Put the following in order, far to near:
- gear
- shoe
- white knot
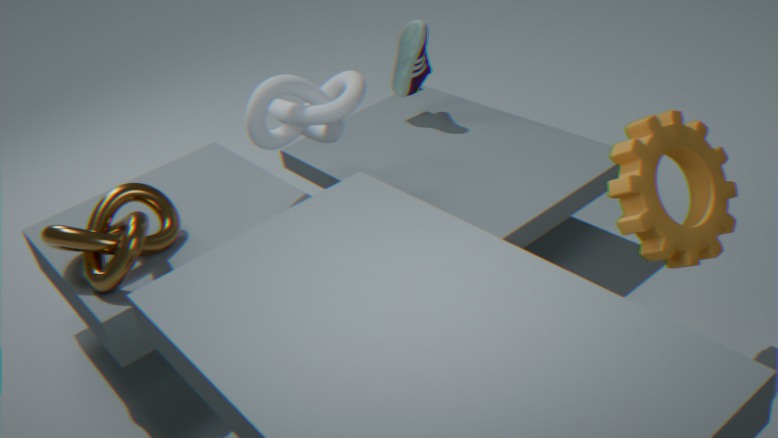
shoe
white knot
gear
